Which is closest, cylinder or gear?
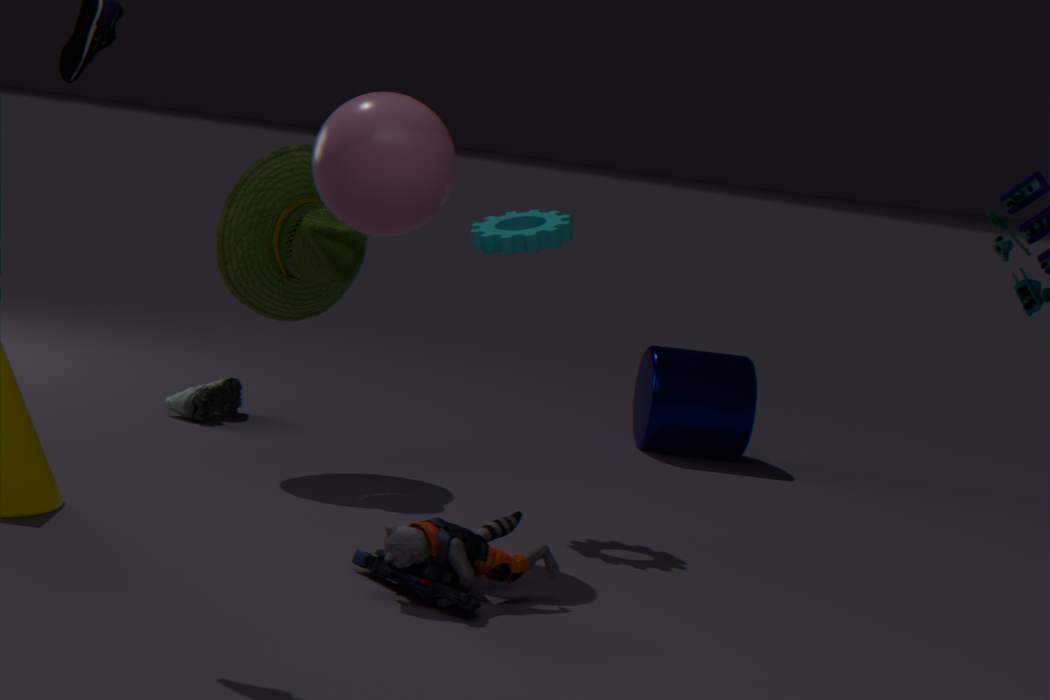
gear
